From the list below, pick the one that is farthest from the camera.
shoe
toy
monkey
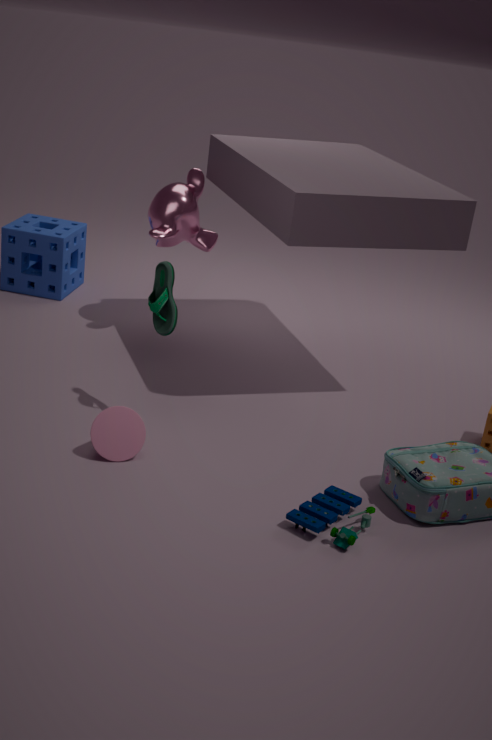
monkey
